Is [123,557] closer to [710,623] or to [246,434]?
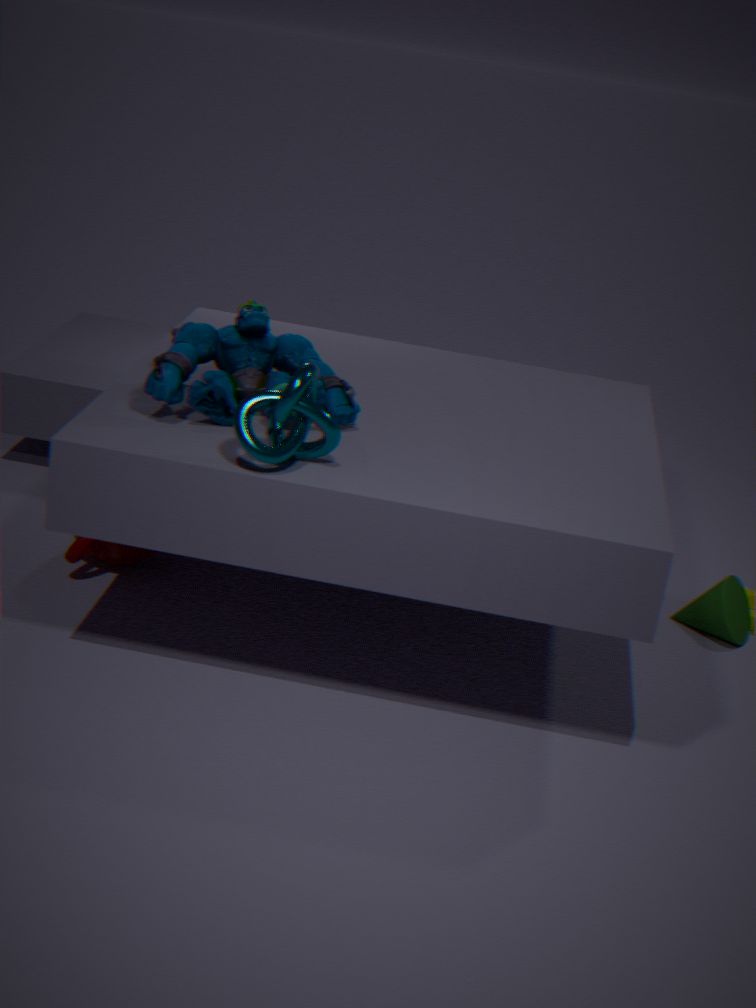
[246,434]
